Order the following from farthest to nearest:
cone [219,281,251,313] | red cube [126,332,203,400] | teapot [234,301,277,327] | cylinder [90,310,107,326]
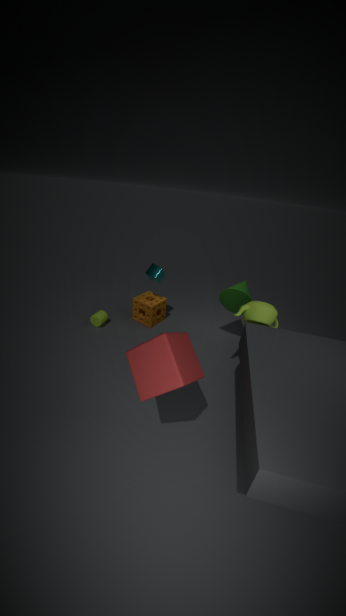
cylinder [90,310,107,326] < cone [219,281,251,313] < teapot [234,301,277,327] < red cube [126,332,203,400]
